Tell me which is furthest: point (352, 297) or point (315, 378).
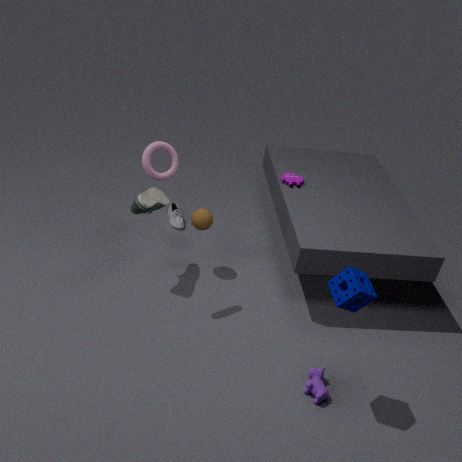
point (315, 378)
